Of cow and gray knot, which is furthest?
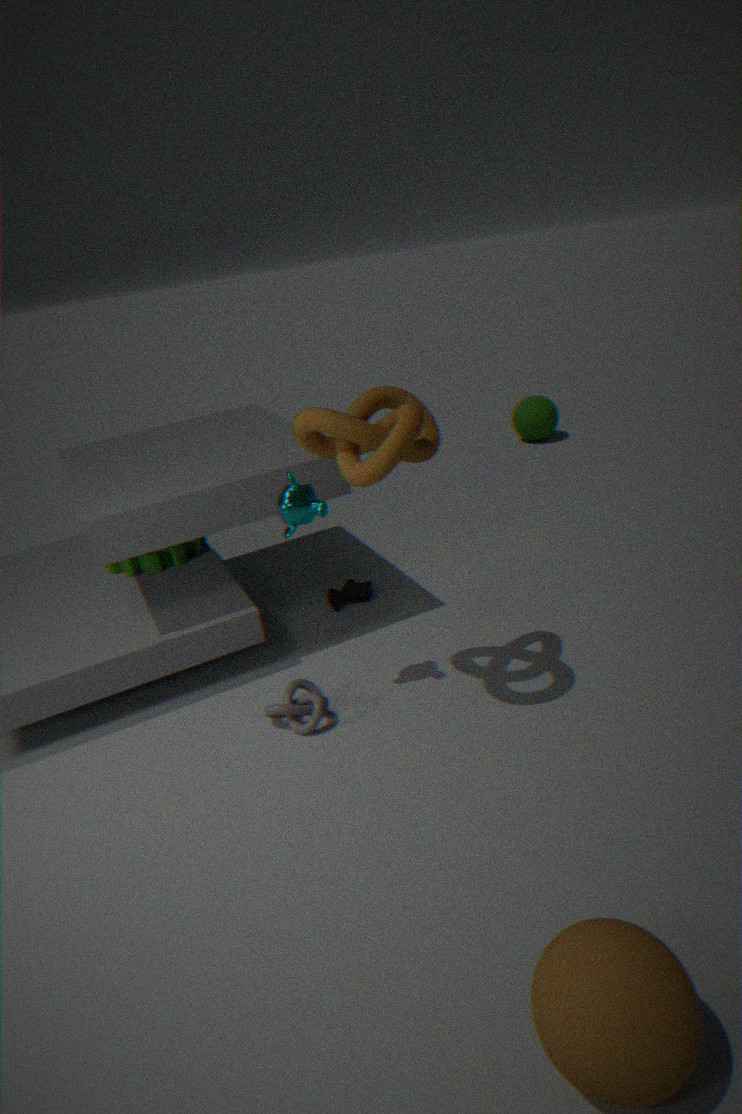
cow
